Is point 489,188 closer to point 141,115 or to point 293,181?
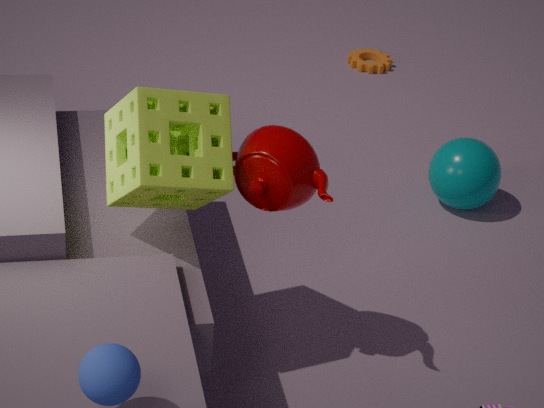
point 293,181
